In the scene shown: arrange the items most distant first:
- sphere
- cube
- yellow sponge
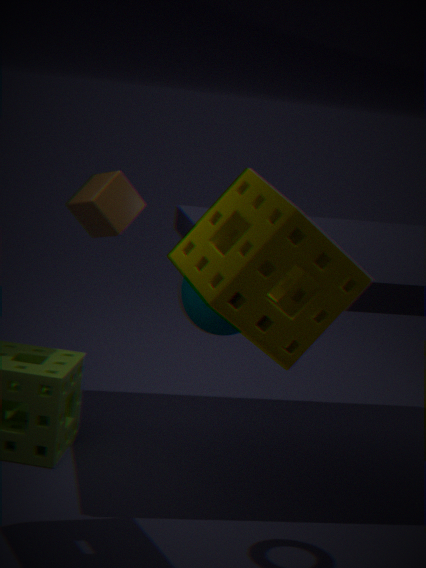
sphere → cube → yellow sponge
